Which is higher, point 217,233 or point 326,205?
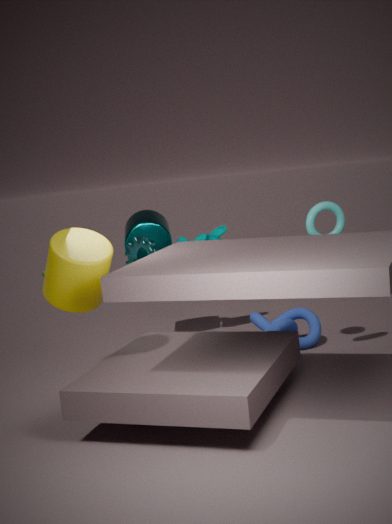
point 326,205
